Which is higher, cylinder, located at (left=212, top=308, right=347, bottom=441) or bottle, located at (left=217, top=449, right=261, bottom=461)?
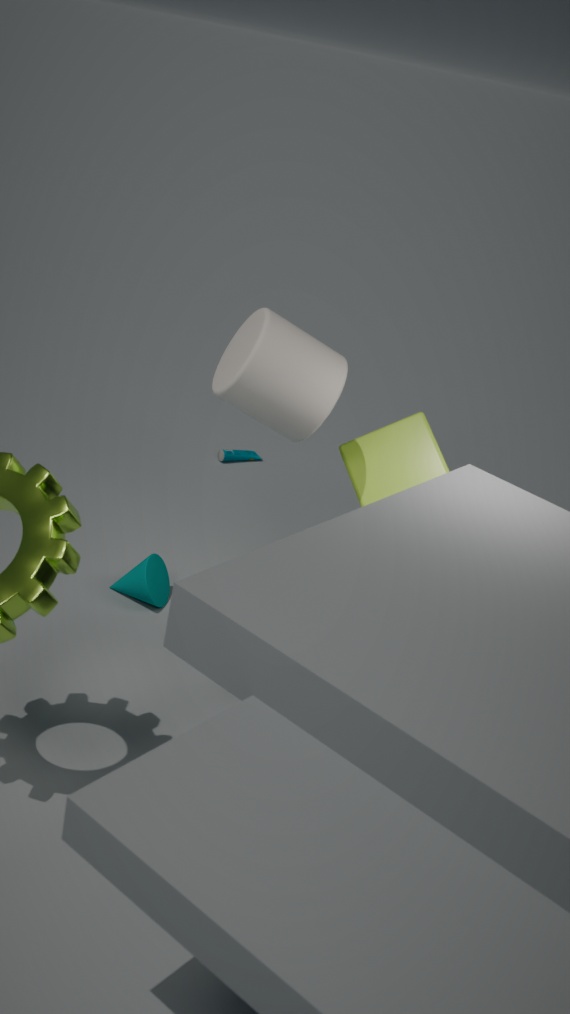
cylinder, located at (left=212, top=308, right=347, bottom=441)
